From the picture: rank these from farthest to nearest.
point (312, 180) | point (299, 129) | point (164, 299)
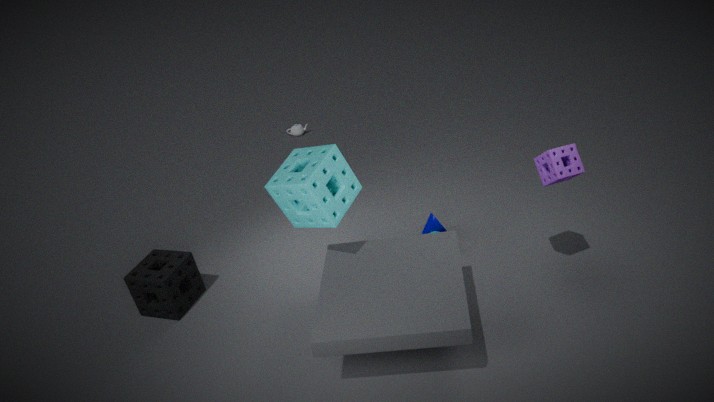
point (299, 129) → point (164, 299) → point (312, 180)
